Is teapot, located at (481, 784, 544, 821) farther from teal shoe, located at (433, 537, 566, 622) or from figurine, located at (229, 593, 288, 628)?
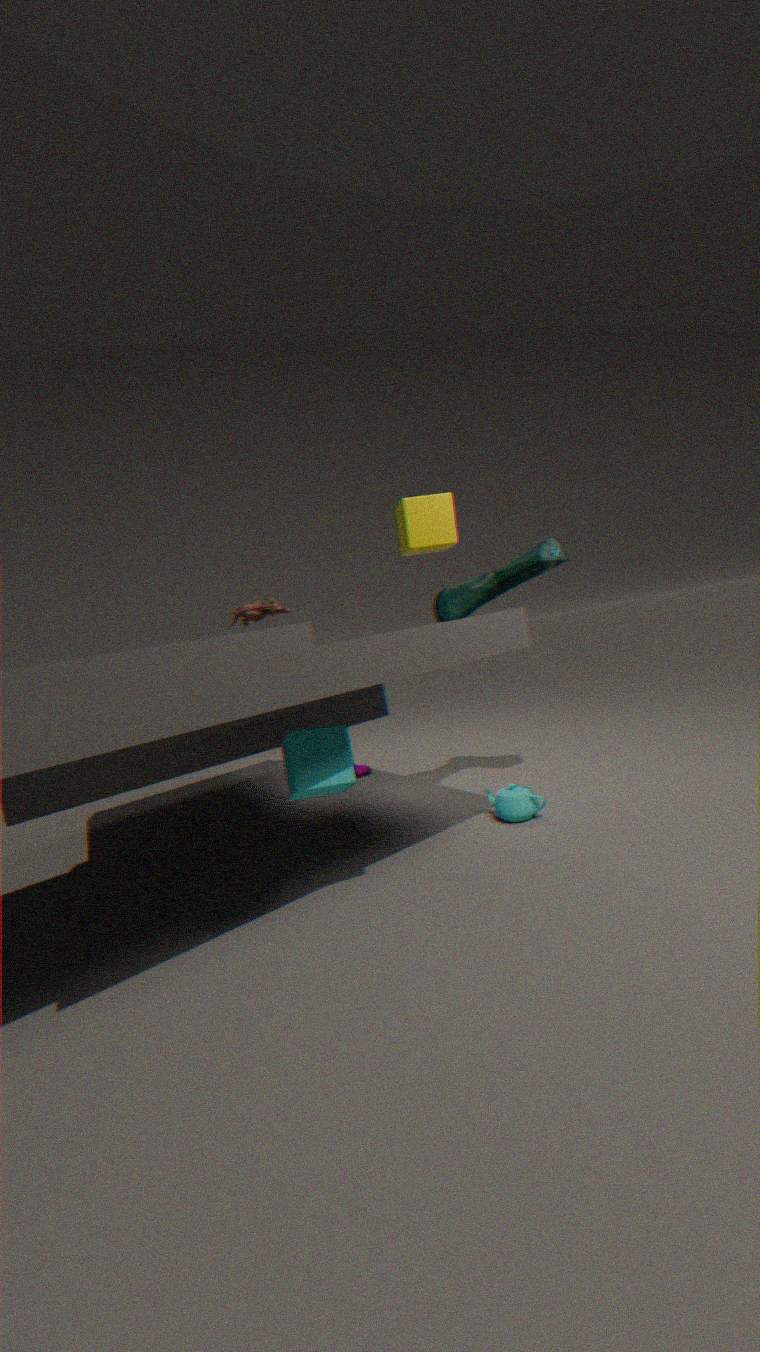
figurine, located at (229, 593, 288, 628)
